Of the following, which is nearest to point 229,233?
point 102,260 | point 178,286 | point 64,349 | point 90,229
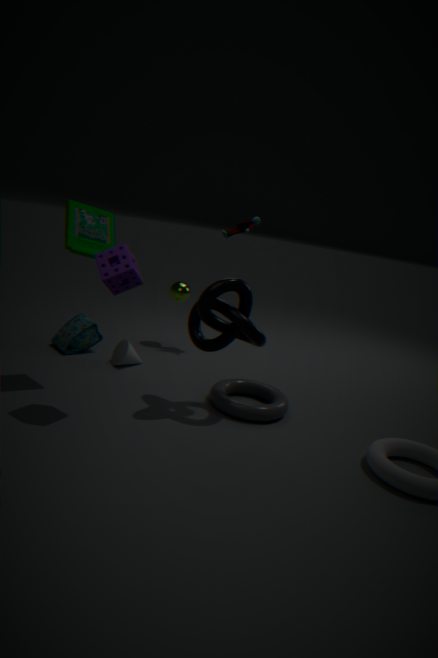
point 178,286
